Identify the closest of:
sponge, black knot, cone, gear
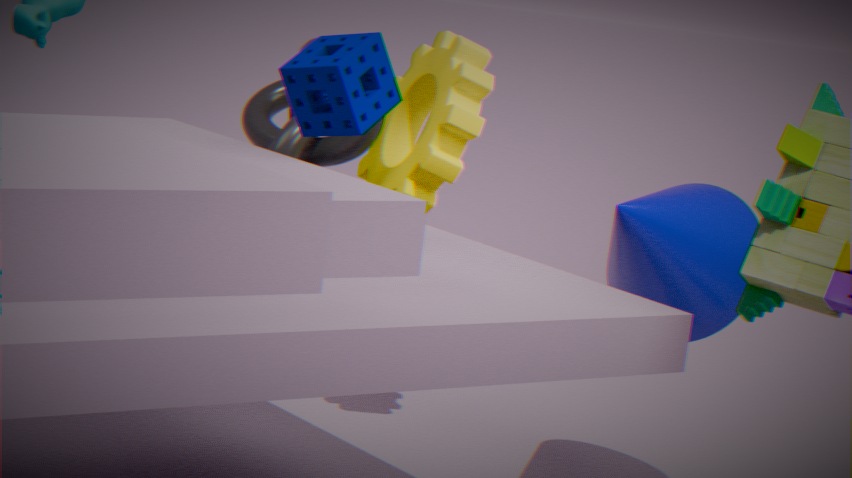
sponge
